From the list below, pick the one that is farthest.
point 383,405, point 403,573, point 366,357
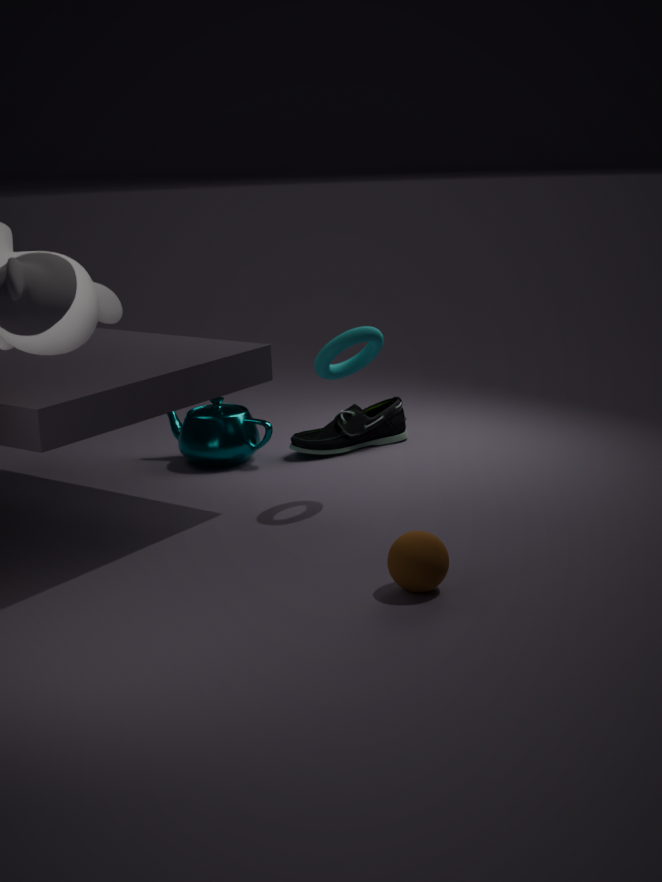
point 383,405
